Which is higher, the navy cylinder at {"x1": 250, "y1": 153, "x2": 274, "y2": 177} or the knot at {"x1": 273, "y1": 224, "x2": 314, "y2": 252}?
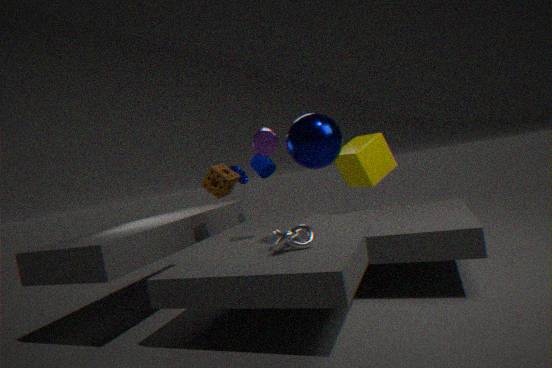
the navy cylinder at {"x1": 250, "y1": 153, "x2": 274, "y2": 177}
